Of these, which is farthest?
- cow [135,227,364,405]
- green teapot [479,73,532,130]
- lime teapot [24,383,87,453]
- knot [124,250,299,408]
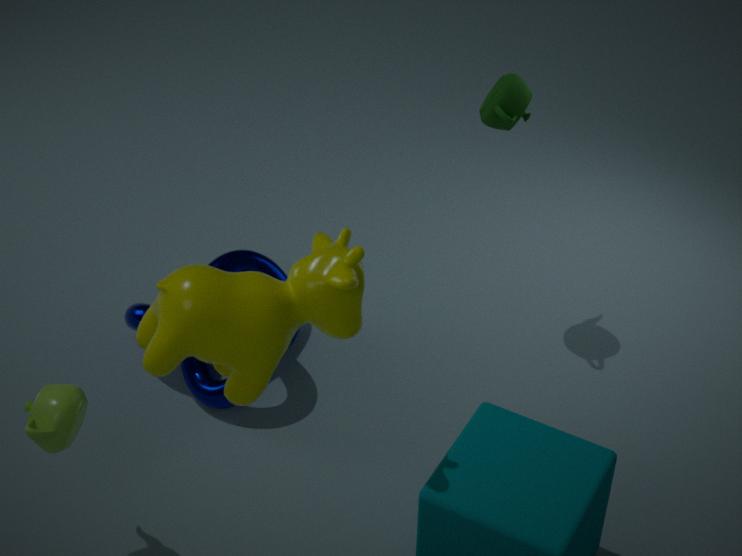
knot [124,250,299,408]
